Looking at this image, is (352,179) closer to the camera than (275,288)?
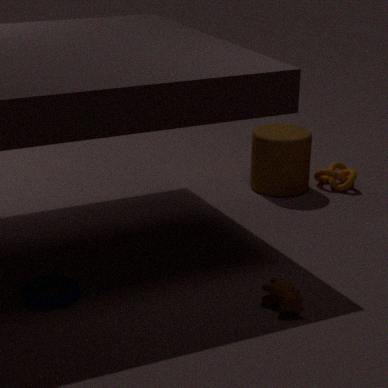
No
